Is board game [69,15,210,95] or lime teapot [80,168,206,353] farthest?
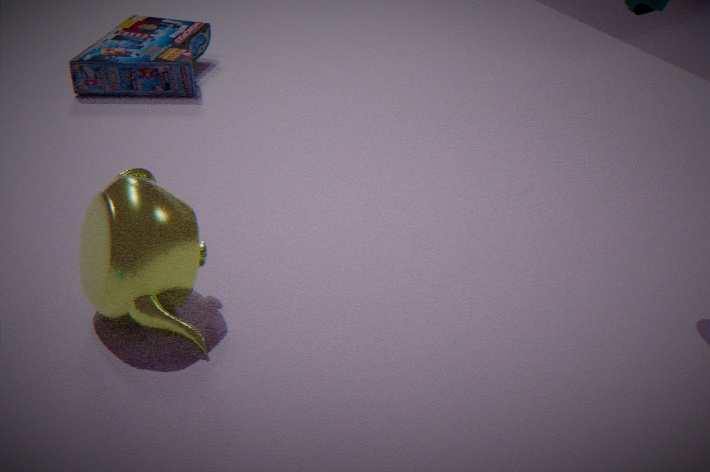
board game [69,15,210,95]
